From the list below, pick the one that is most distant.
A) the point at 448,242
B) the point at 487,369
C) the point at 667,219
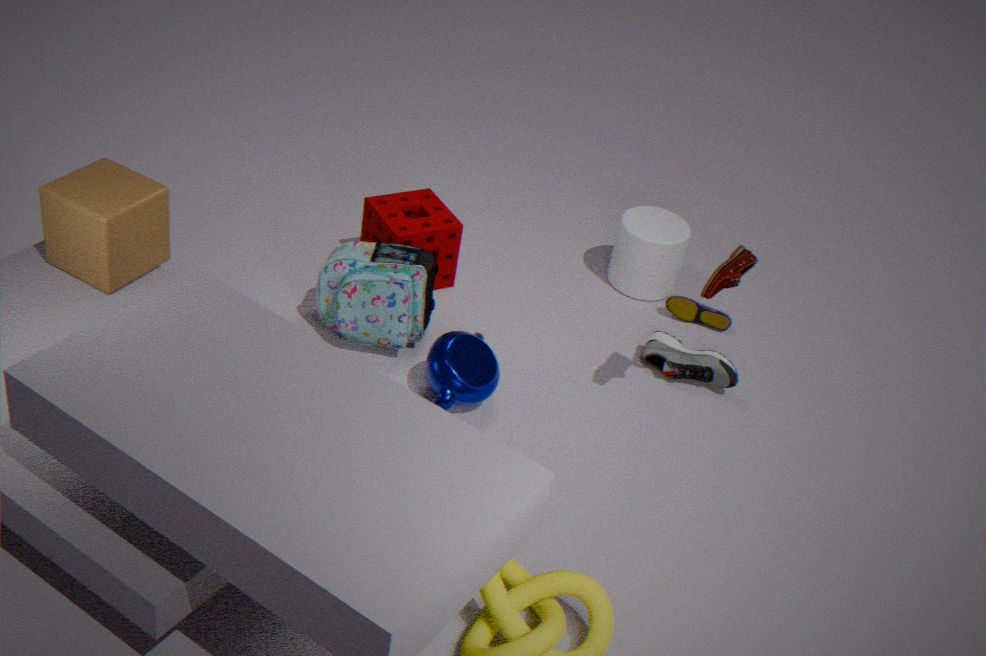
the point at 667,219
